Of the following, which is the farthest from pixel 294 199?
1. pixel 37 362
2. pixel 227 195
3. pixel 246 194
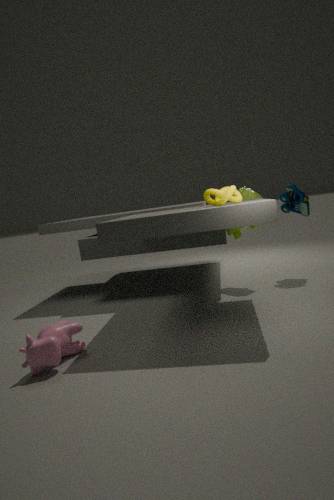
pixel 37 362
